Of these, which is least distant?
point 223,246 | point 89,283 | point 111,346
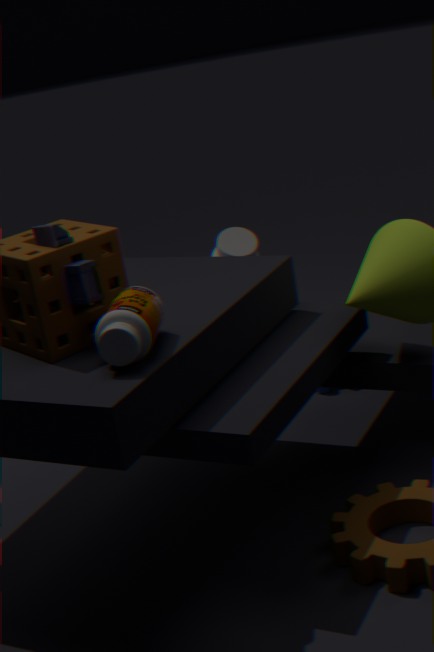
point 111,346
